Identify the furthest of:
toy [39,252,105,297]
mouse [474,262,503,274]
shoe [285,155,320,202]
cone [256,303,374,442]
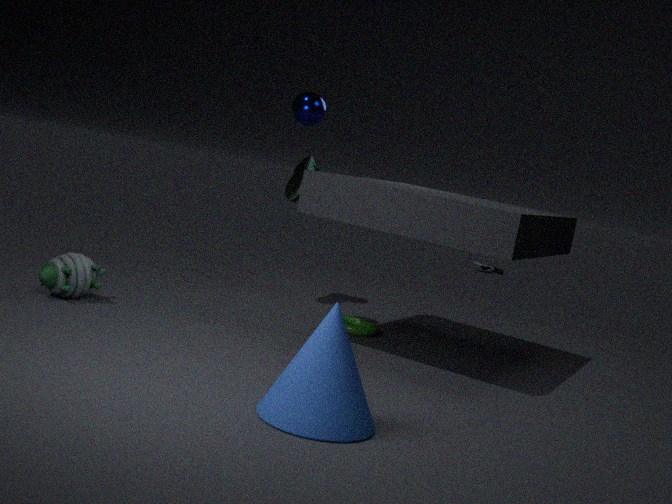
mouse [474,262,503,274]
